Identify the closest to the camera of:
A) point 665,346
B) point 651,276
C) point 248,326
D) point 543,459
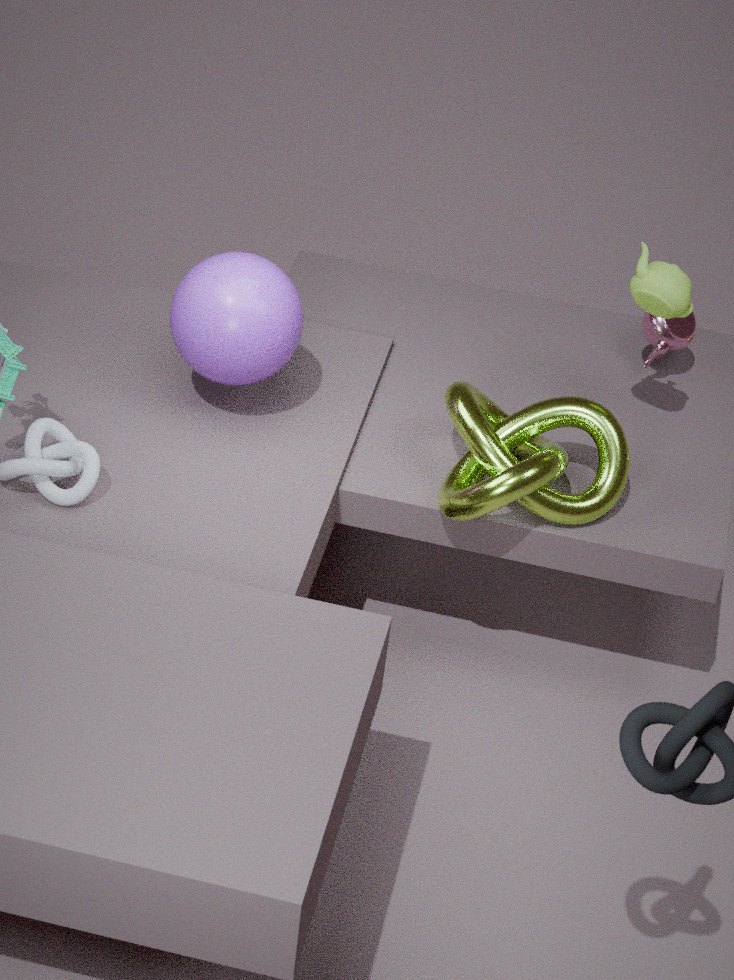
point 543,459
